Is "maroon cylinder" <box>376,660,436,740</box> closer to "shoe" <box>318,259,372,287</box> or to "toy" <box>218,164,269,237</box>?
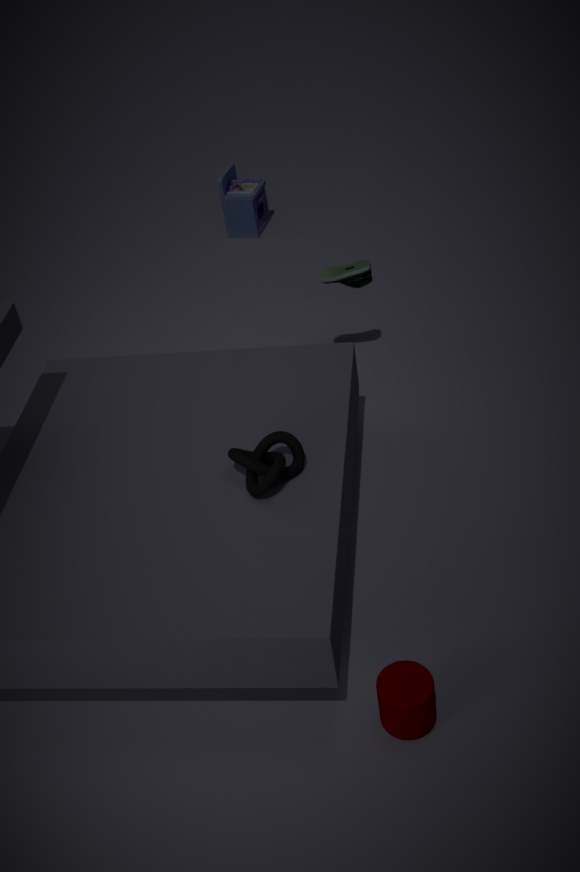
"shoe" <box>318,259,372,287</box>
